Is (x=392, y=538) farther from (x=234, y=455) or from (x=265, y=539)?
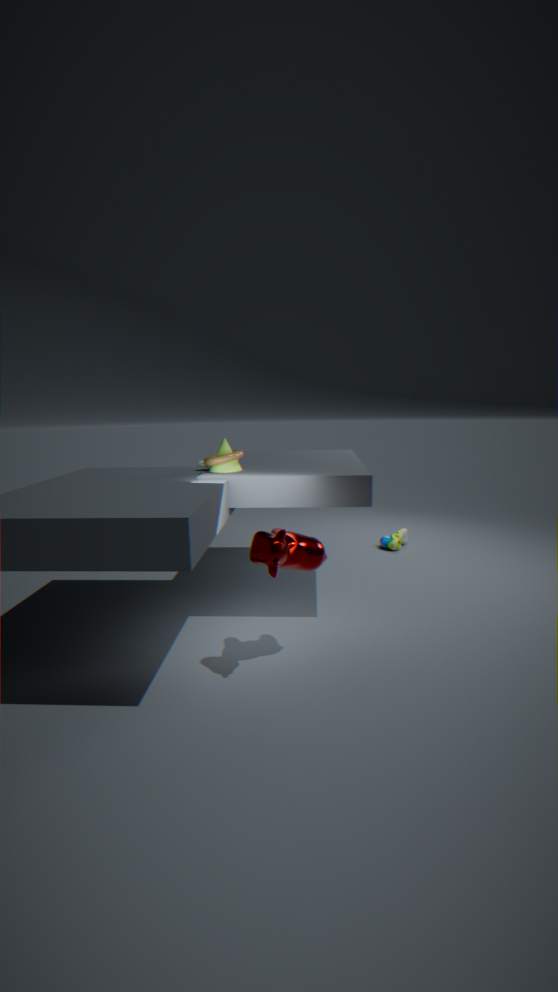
(x=265, y=539)
